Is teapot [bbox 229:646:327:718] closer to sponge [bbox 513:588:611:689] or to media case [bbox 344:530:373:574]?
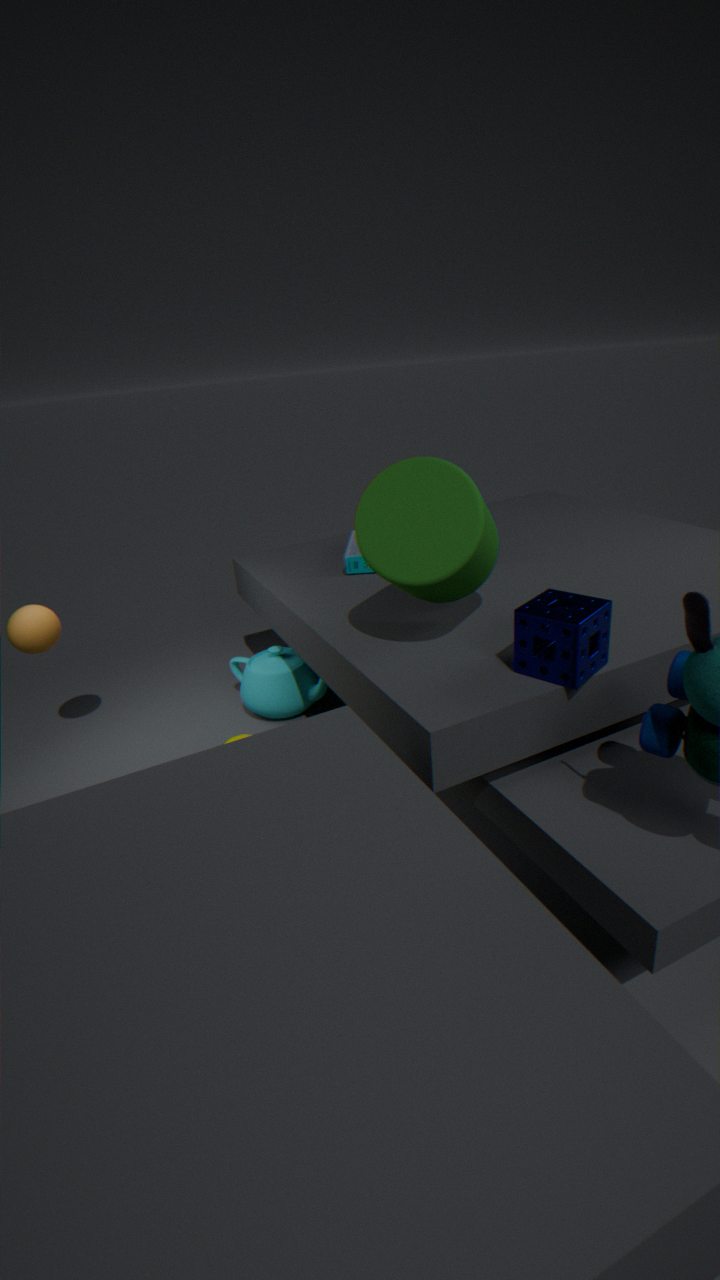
media case [bbox 344:530:373:574]
